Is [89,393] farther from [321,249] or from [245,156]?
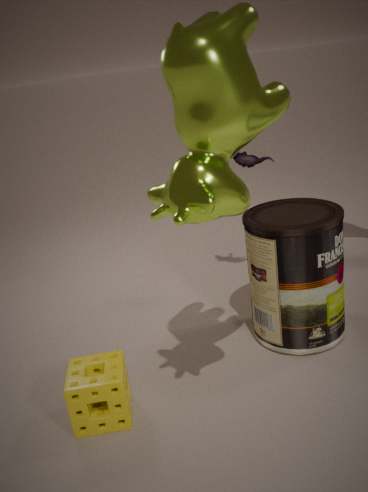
[245,156]
